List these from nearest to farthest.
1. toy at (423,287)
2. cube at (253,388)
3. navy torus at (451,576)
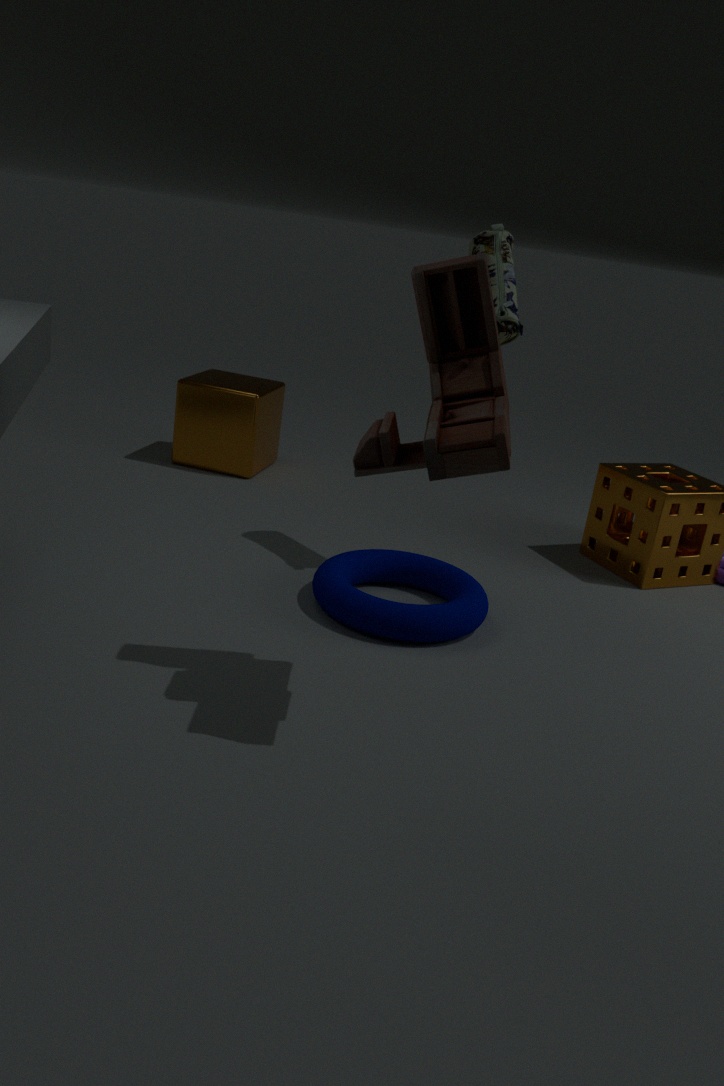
1. toy at (423,287)
2. navy torus at (451,576)
3. cube at (253,388)
